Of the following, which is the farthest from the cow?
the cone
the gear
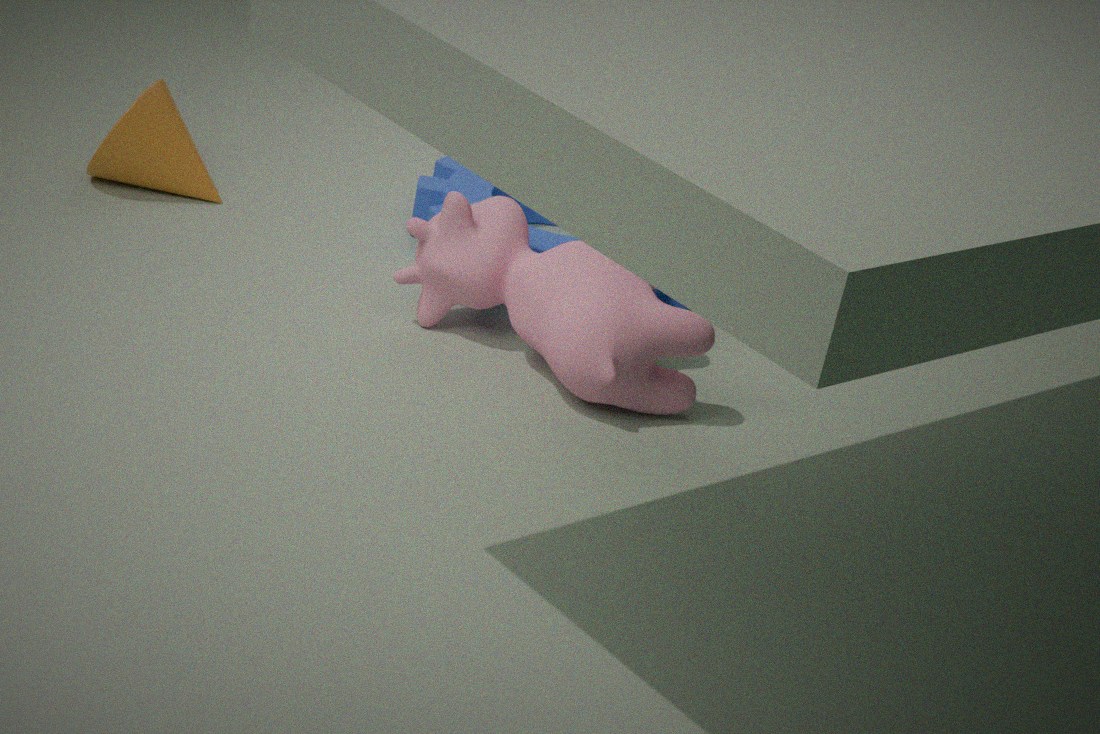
the cone
